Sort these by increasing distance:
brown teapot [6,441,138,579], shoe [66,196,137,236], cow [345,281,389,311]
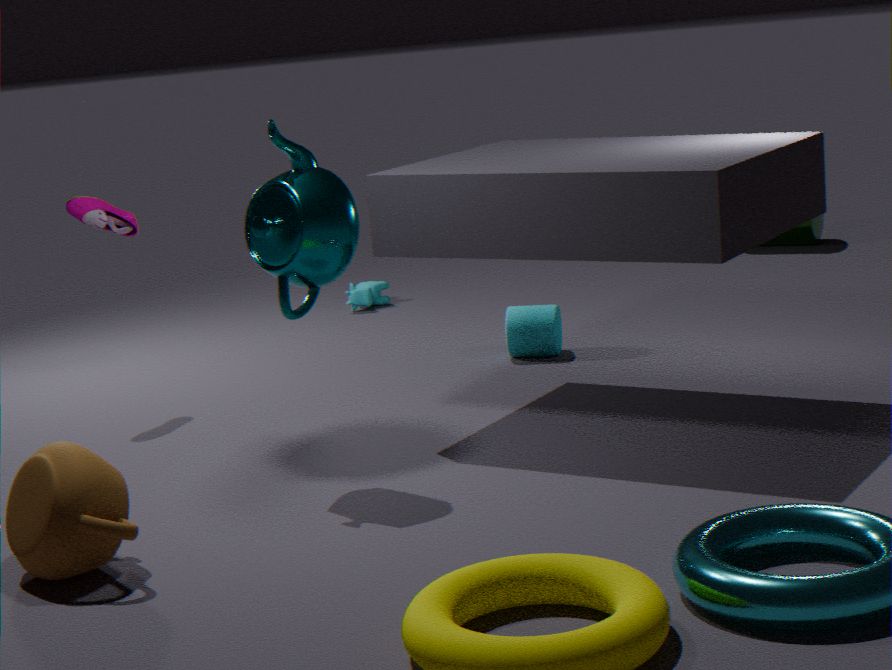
brown teapot [6,441,138,579], shoe [66,196,137,236], cow [345,281,389,311]
